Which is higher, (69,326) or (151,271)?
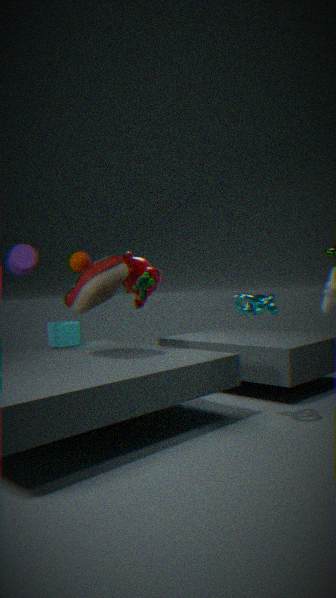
(151,271)
